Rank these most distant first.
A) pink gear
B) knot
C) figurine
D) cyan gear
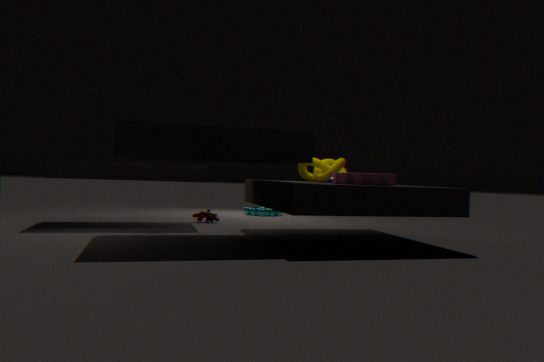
1. cyan gear
2. figurine
3. knot
4. pink gear
